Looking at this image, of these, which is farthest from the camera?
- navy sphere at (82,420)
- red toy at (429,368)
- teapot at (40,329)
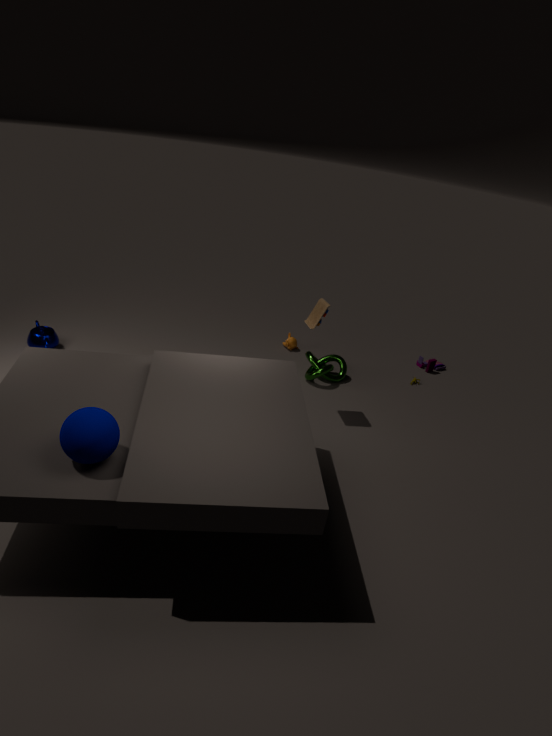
red toy at (429,368)
